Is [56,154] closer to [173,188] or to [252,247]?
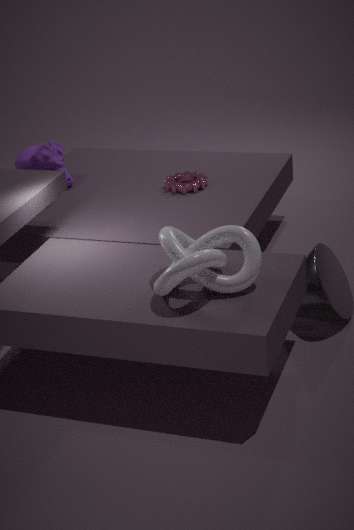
[173,188]
